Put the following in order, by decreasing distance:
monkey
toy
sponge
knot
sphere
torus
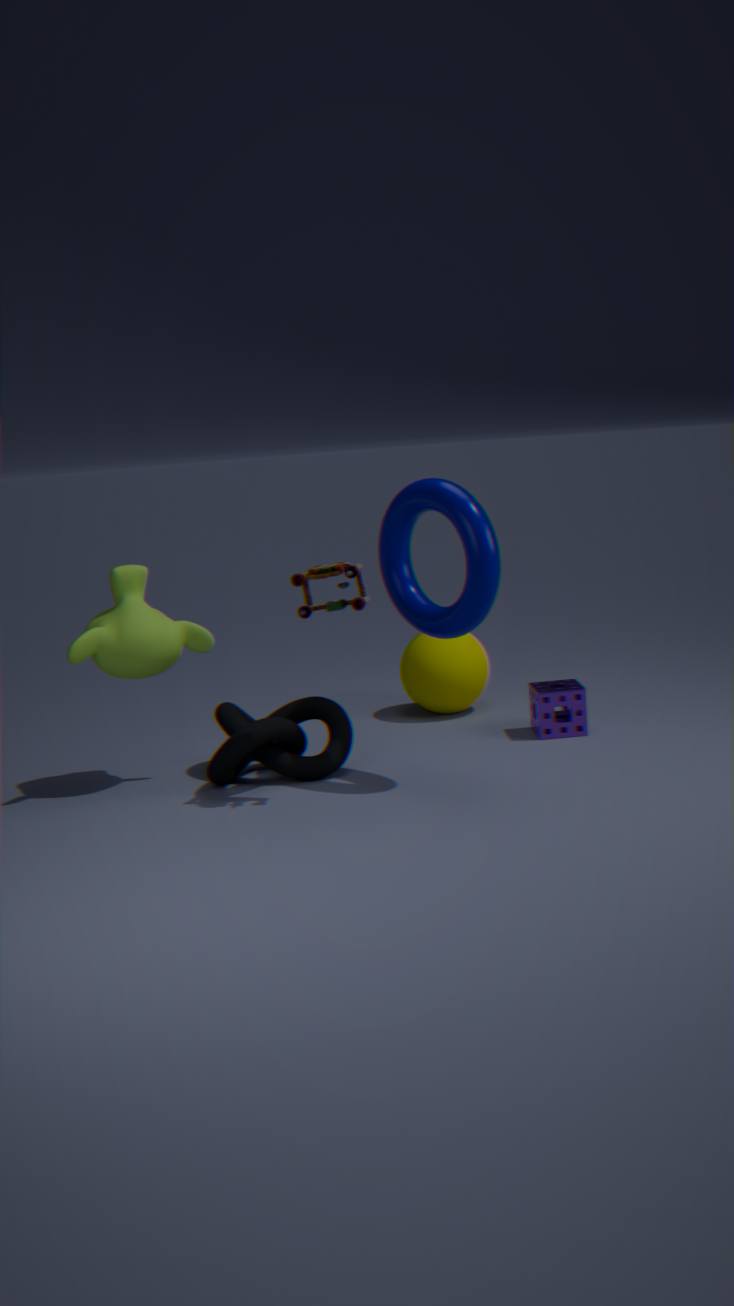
sphere, sponge, monkey, knot, torus, toy
